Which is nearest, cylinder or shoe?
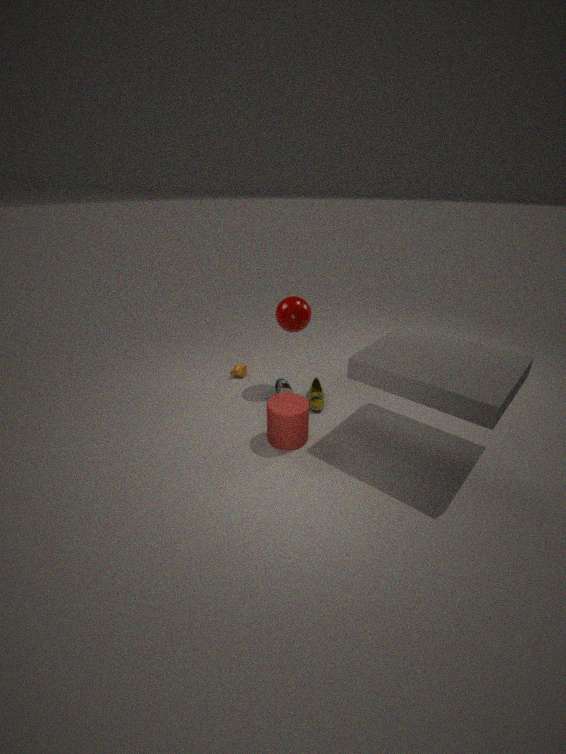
cylinder
